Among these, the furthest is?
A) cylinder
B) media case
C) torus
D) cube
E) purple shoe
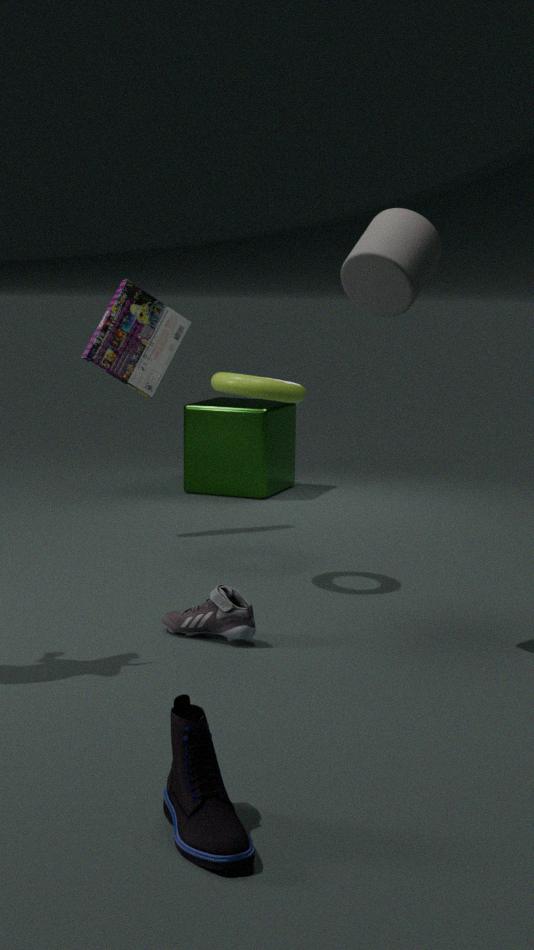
cube
